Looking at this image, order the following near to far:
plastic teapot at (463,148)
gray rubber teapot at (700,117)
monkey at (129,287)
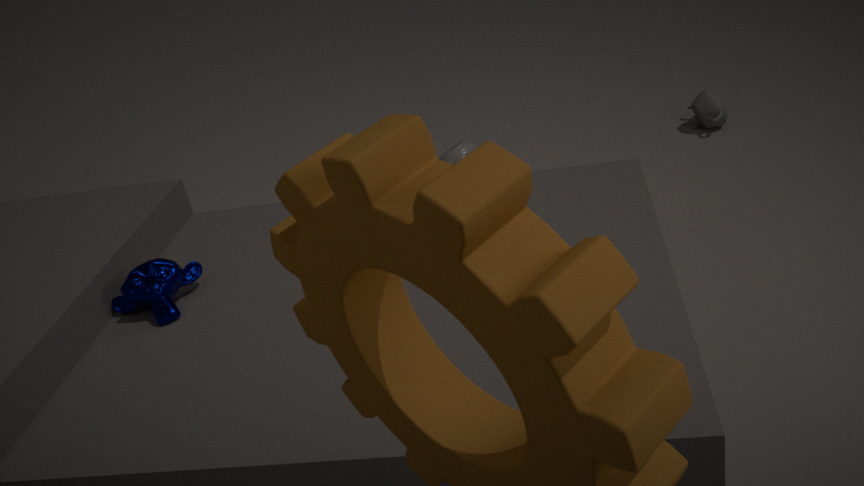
monkey at (129,287), plastic teapot at (463,148), gray rubber teapot at (700,117)
